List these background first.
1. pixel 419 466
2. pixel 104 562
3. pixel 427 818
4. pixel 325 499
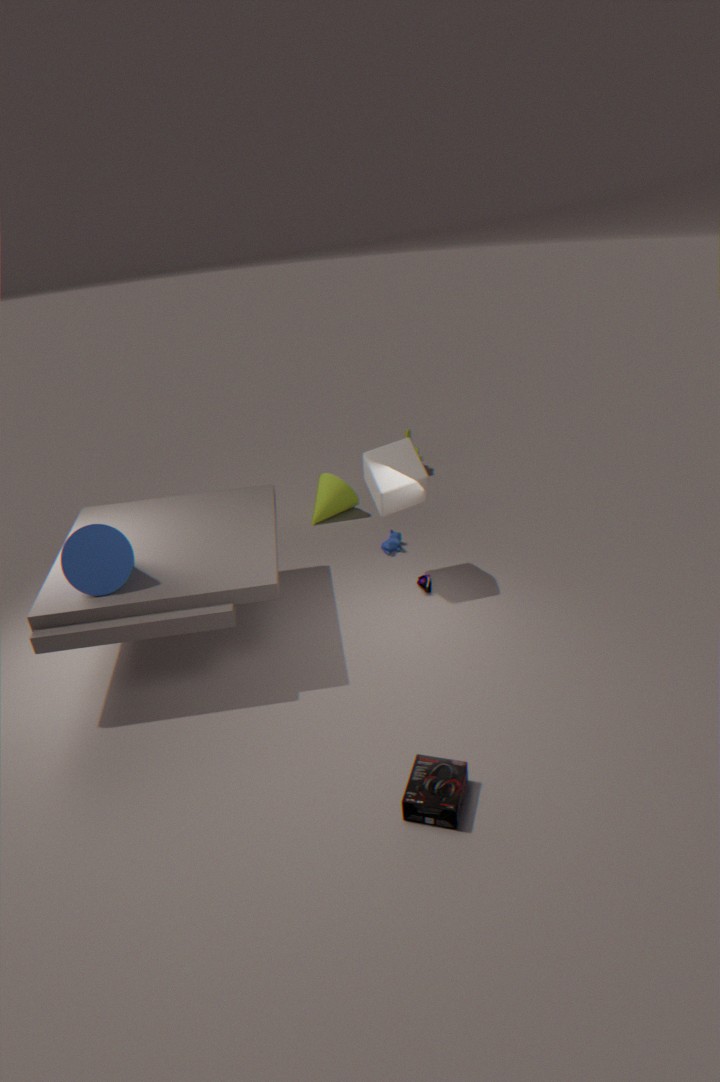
pixel 325 499, pixel 419 466, pixel 104 562, pixel 427 818
